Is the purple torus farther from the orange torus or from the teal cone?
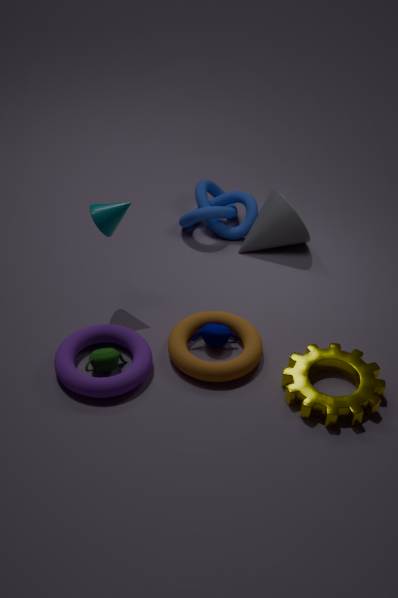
the teal cone
